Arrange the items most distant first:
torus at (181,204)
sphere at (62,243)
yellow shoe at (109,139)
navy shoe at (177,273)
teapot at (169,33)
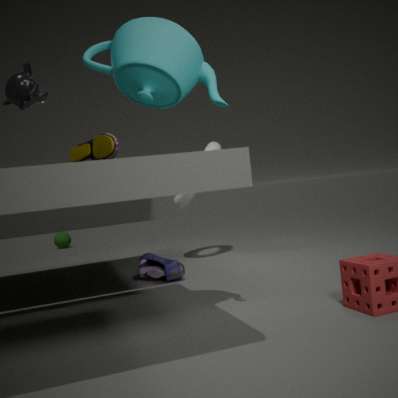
sphere at (62,243) → torus at (181,204) → navy shoe at (177,273) → teapot at (169,33) → yellow shoe at (109,139)
